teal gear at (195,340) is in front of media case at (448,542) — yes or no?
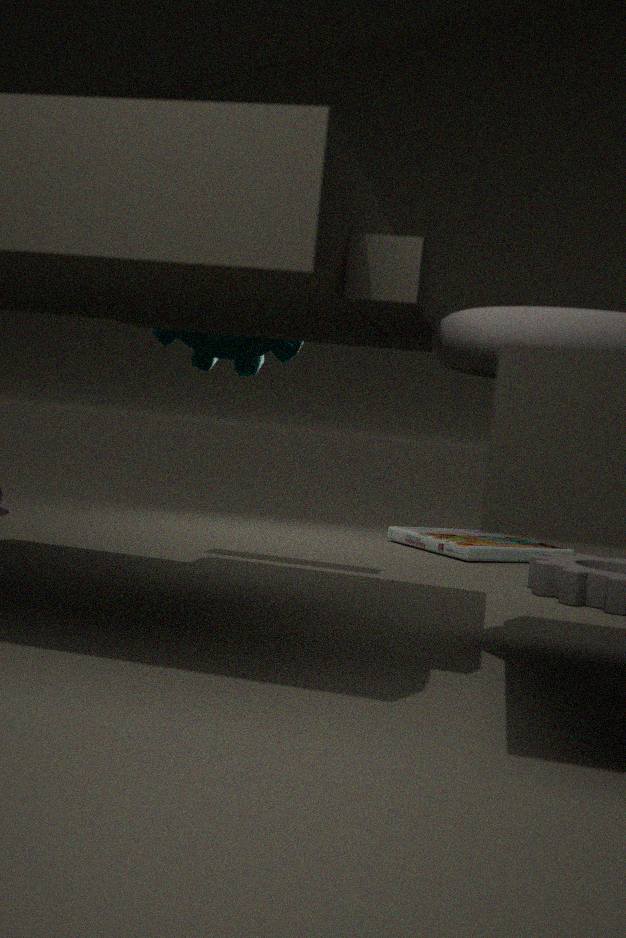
Yes
